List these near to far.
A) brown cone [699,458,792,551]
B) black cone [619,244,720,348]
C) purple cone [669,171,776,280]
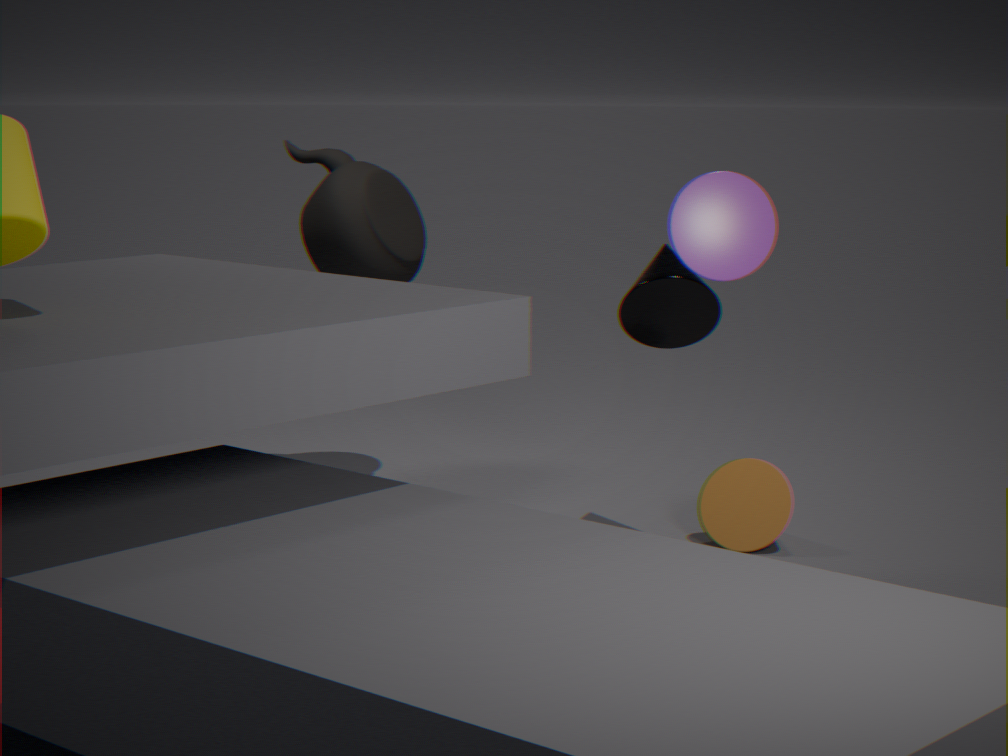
purple cone [669,171,776,280] < black cone [619,244,720,348] < brown cone [699,458,792,551]
